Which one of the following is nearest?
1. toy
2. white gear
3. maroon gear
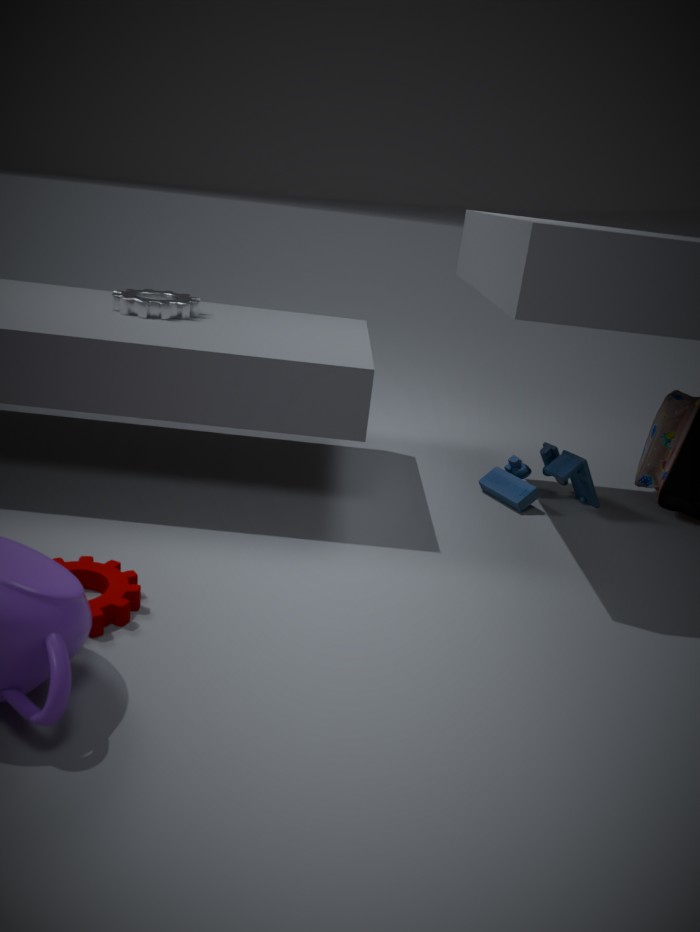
maroon gear
